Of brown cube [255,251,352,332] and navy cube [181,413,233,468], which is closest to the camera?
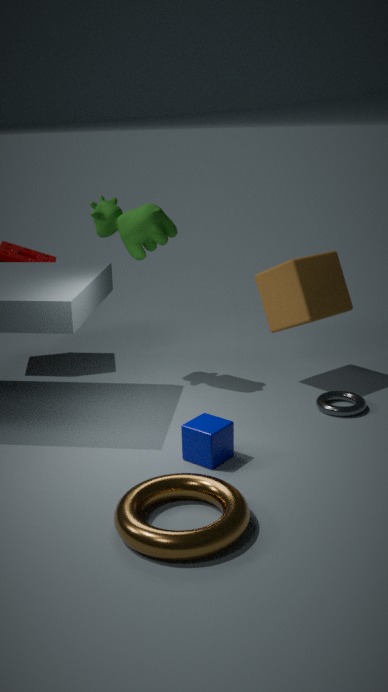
navy cube [181,413,233,468]
